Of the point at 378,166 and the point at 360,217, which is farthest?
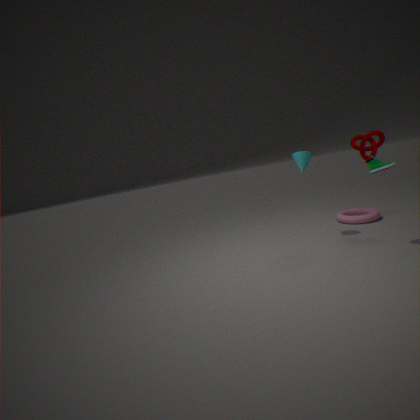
the point at 360,217
